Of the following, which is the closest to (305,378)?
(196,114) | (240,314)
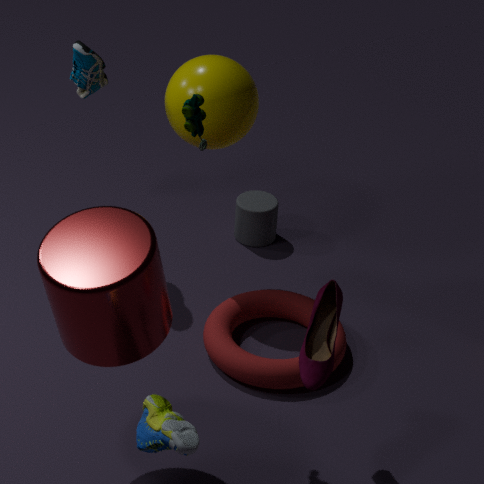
(240,314)
